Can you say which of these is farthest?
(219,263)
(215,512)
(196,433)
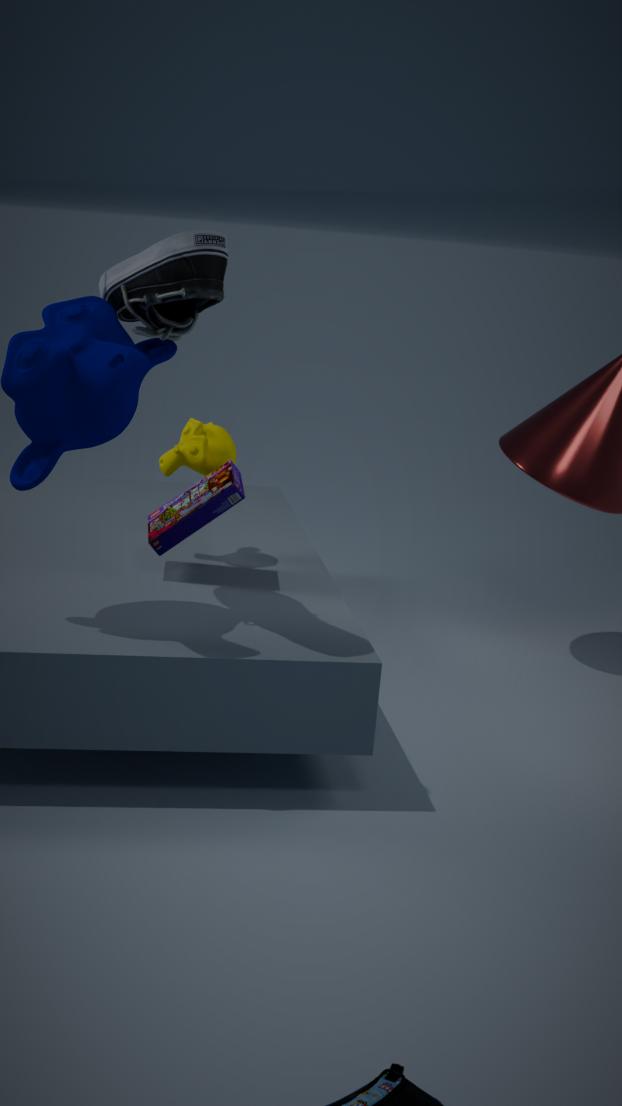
(196,433)
